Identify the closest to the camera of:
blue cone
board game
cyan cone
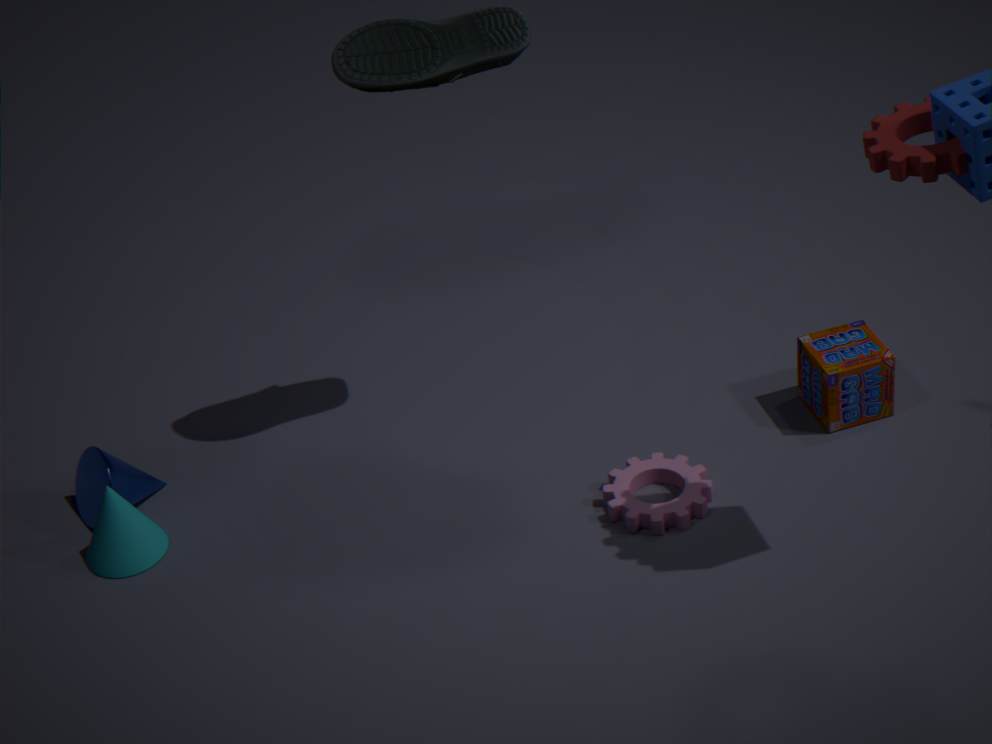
cyan cone
